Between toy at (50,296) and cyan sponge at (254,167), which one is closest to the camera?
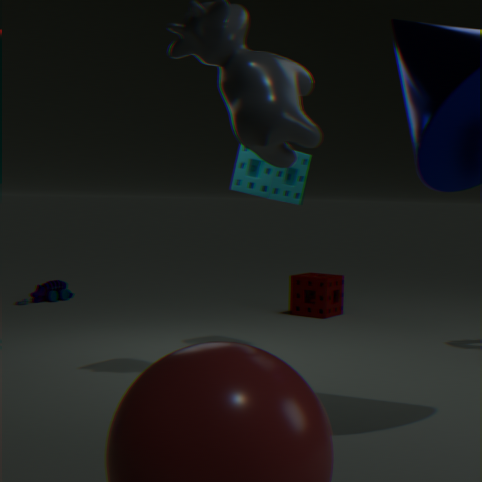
cyan sponge at (254,167)
